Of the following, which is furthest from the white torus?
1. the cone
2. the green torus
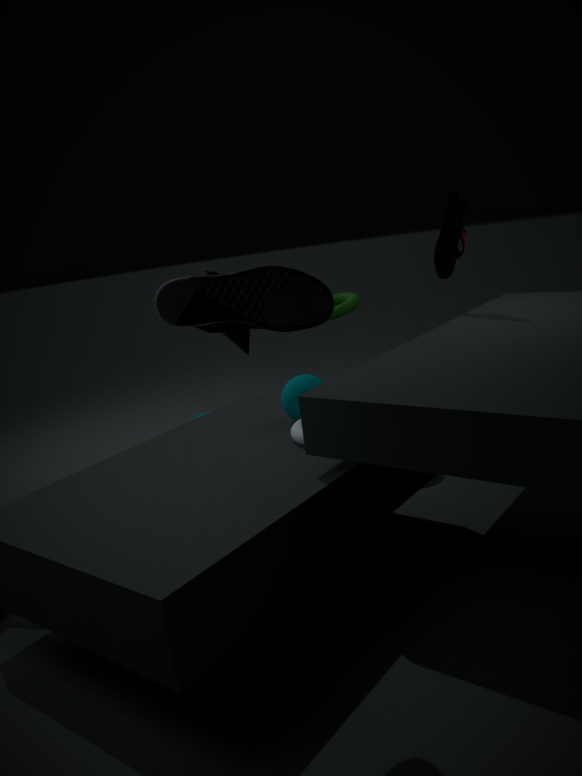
the cone
